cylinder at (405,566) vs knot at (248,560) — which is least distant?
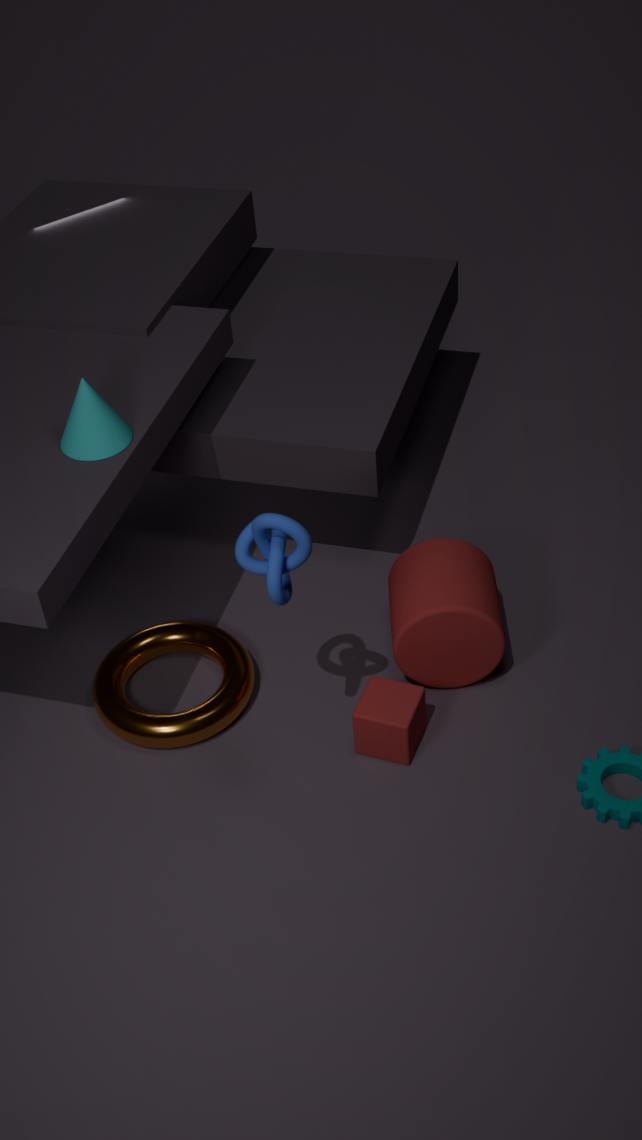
knot at (248,560)
